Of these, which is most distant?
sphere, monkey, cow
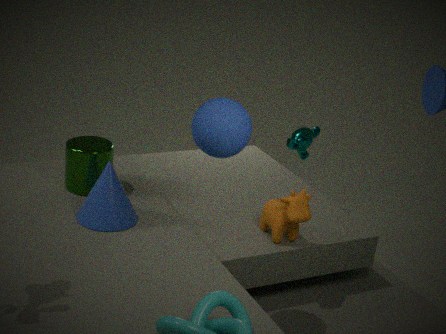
monkey
